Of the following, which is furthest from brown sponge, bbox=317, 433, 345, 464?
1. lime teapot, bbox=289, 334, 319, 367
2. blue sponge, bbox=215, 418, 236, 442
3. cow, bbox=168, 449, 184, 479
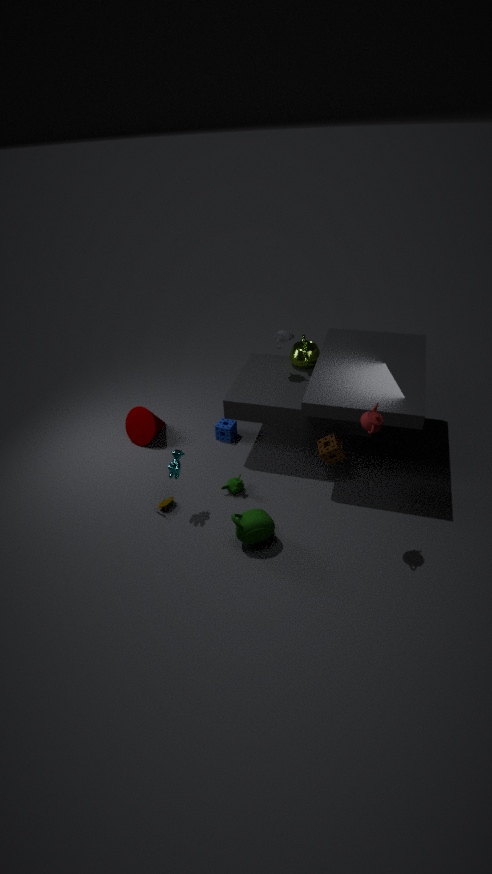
cow, bbox=168, 449, 184, 479
